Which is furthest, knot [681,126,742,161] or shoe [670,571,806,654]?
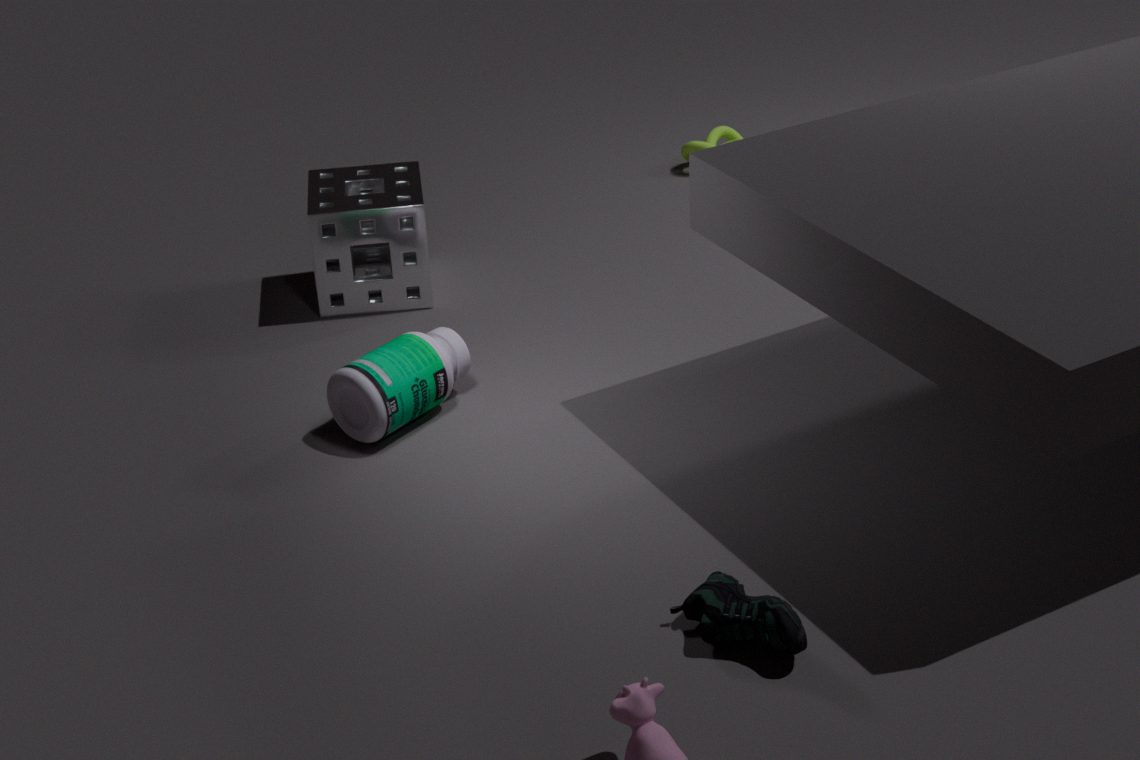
knot [681,126,742,161]
